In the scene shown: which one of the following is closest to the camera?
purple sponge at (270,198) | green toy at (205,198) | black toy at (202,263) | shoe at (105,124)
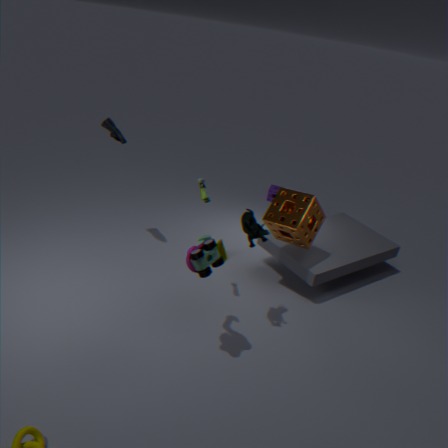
black toy at (202,263)
